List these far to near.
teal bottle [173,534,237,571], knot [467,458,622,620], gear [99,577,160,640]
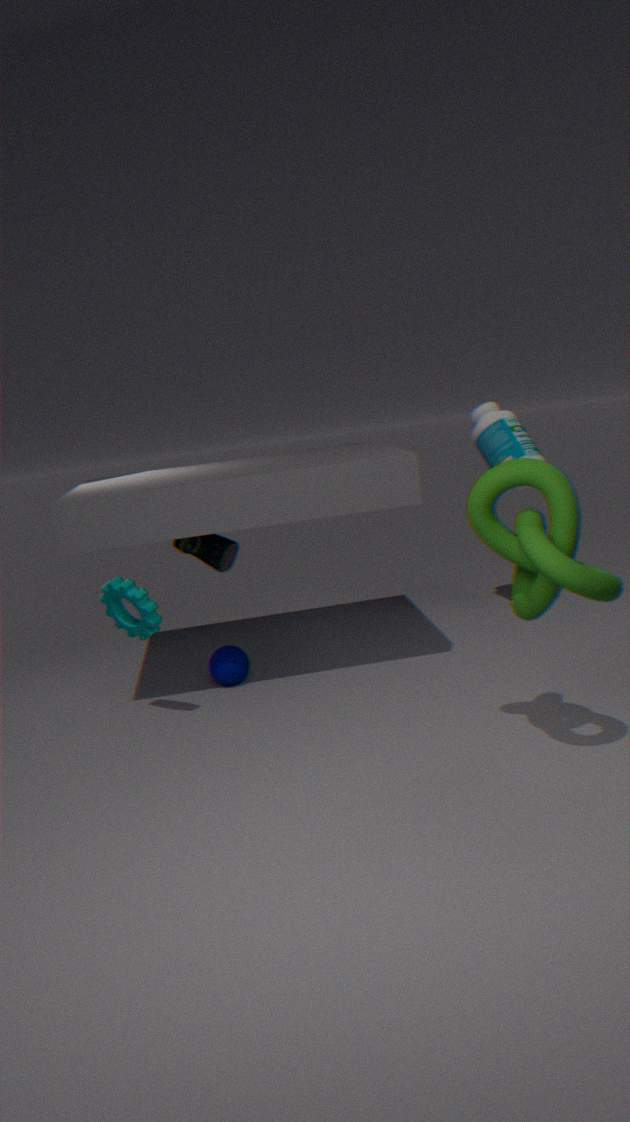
teal bottle [173,534,237,571] → gear [99,577,160,640] → knot [467,458,622,620]
